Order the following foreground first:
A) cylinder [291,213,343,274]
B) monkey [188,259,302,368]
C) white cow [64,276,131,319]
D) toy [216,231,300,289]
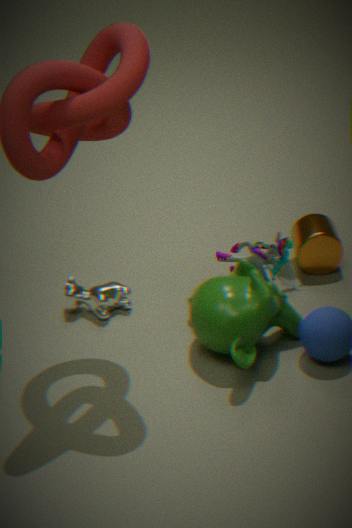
monkey [188,259,302,368]
toy [216,231,300,289]
white cow [64,276,131,319]
cylinder [291,213,343,274]
